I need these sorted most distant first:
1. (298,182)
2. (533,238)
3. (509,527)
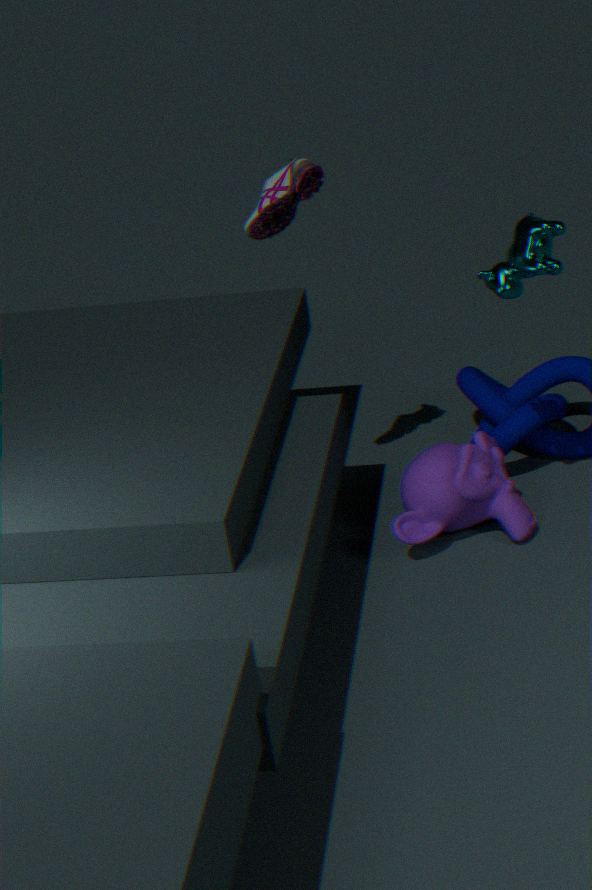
1. (509,527)
2. (298,182)
3. (533,238)
